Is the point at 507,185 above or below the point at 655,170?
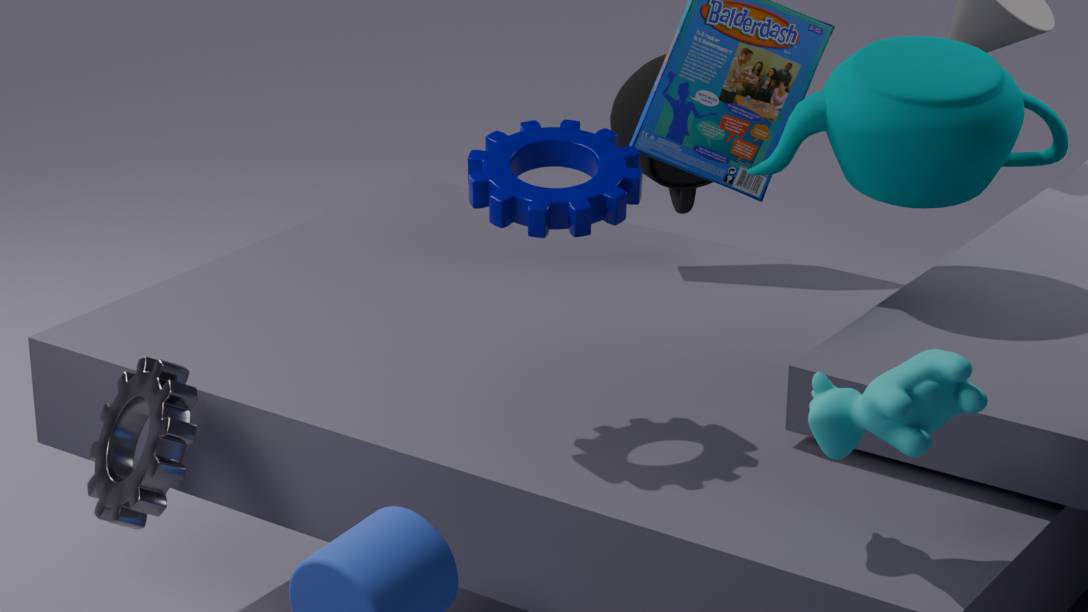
above
